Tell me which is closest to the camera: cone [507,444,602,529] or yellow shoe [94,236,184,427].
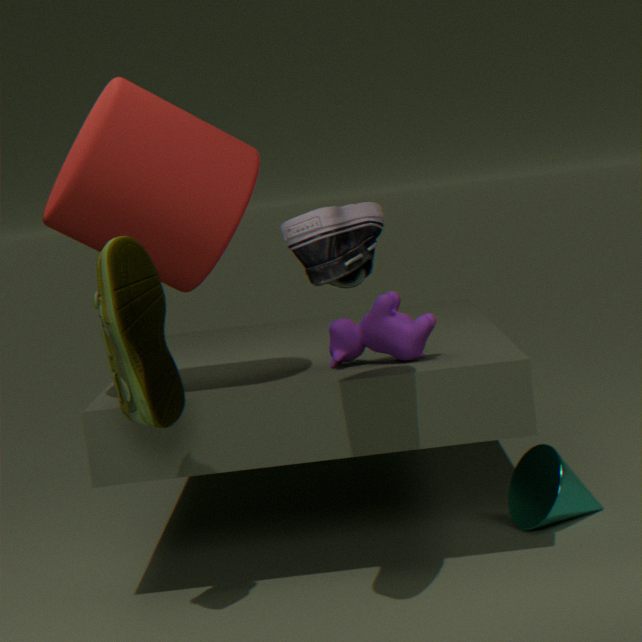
yellow shoe [94,236,184,427]
